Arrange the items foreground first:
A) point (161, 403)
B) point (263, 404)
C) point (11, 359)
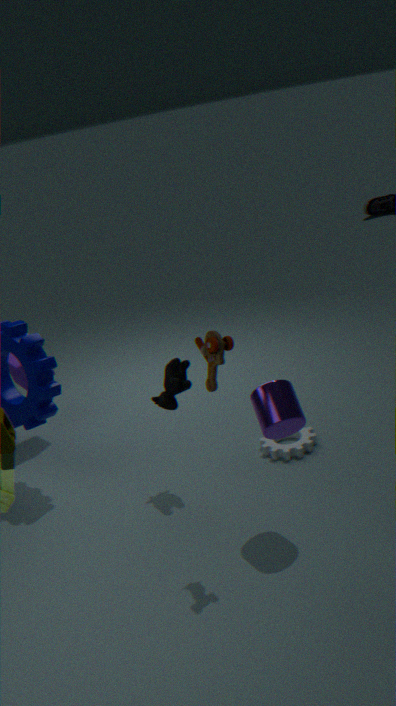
B. point (263, 404) → A. point (161, 403) → C. point (11, 359)
